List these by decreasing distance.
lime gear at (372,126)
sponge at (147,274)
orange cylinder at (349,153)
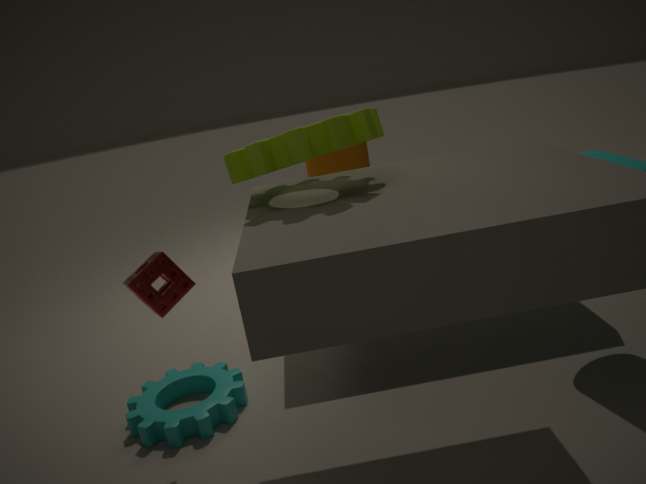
orange cylinder at (349,153) < sponge at (147,274) < lime gear at (372,126)
